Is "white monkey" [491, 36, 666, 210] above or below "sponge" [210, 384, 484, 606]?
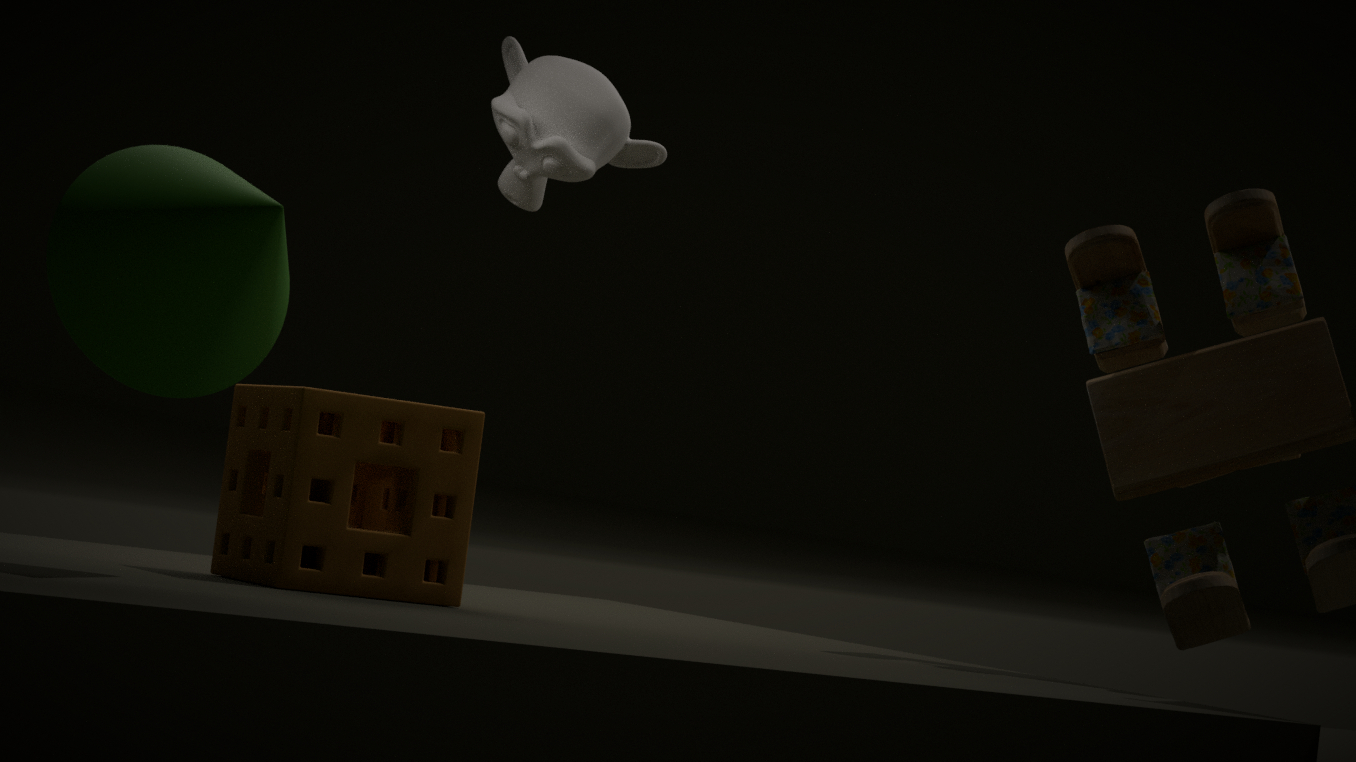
above
